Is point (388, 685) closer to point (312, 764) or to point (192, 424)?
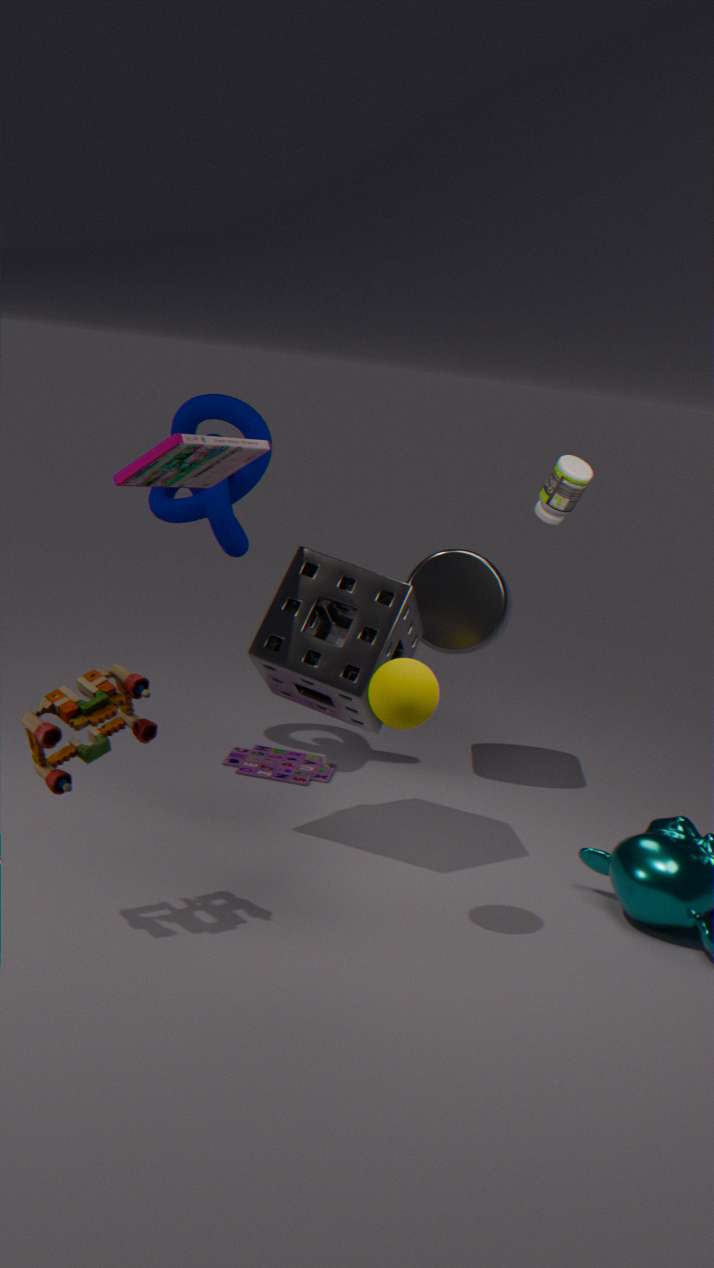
point (312, 764)
